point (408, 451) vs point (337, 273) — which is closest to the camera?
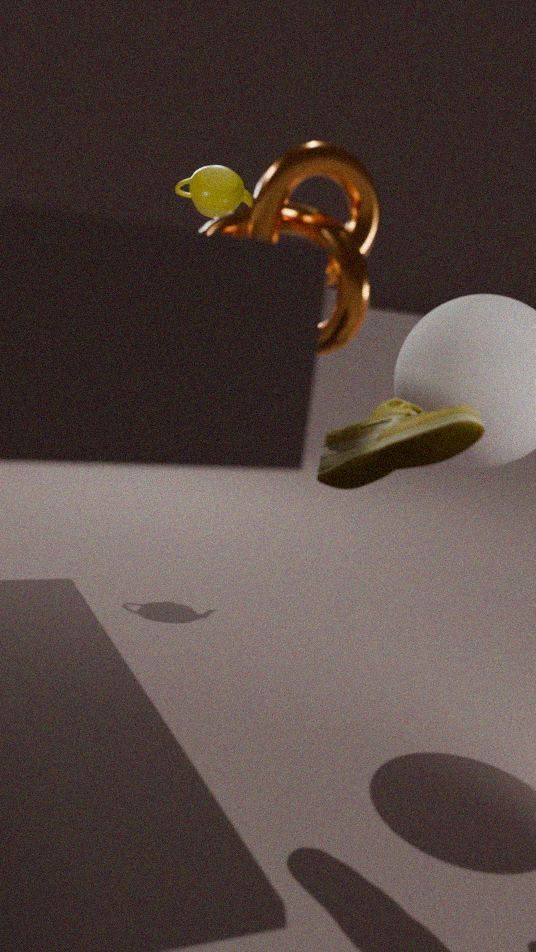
point (337, 273)
